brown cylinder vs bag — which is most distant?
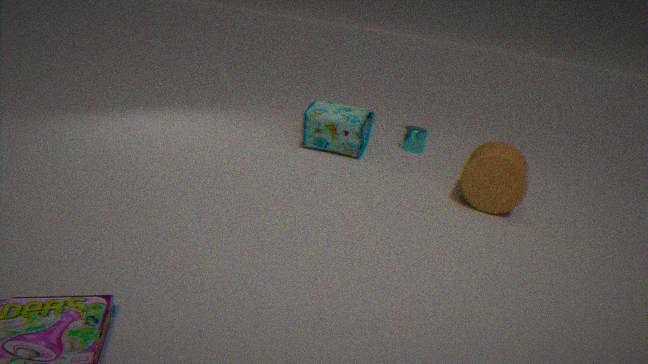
bag
